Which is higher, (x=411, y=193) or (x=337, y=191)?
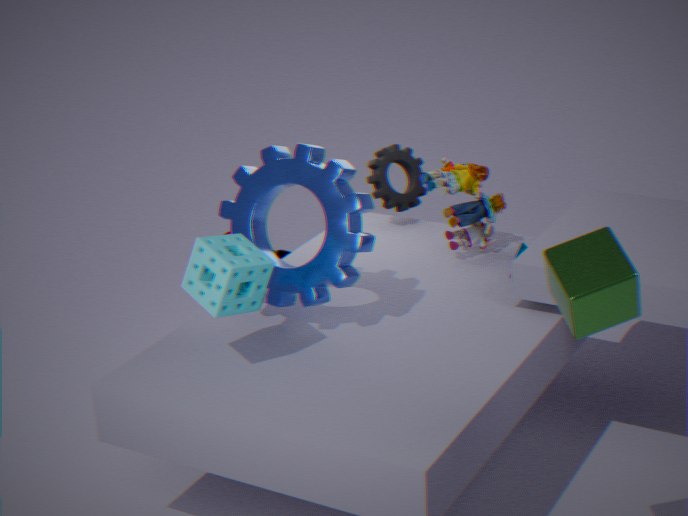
(x=337, y=191)
